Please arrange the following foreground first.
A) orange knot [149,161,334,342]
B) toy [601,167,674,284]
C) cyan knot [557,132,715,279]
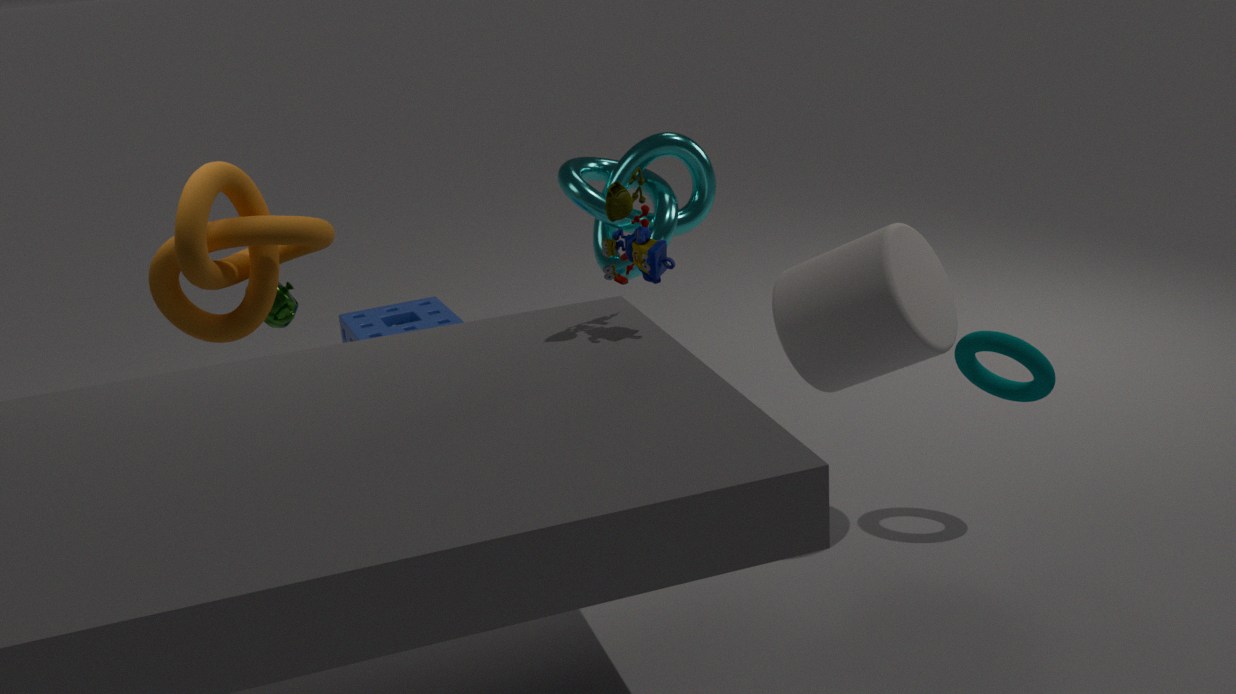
1. toy [601,167,674,284]
2. orange knot [149,161,334,342]
3. cyan knot [557,132,715,279]
